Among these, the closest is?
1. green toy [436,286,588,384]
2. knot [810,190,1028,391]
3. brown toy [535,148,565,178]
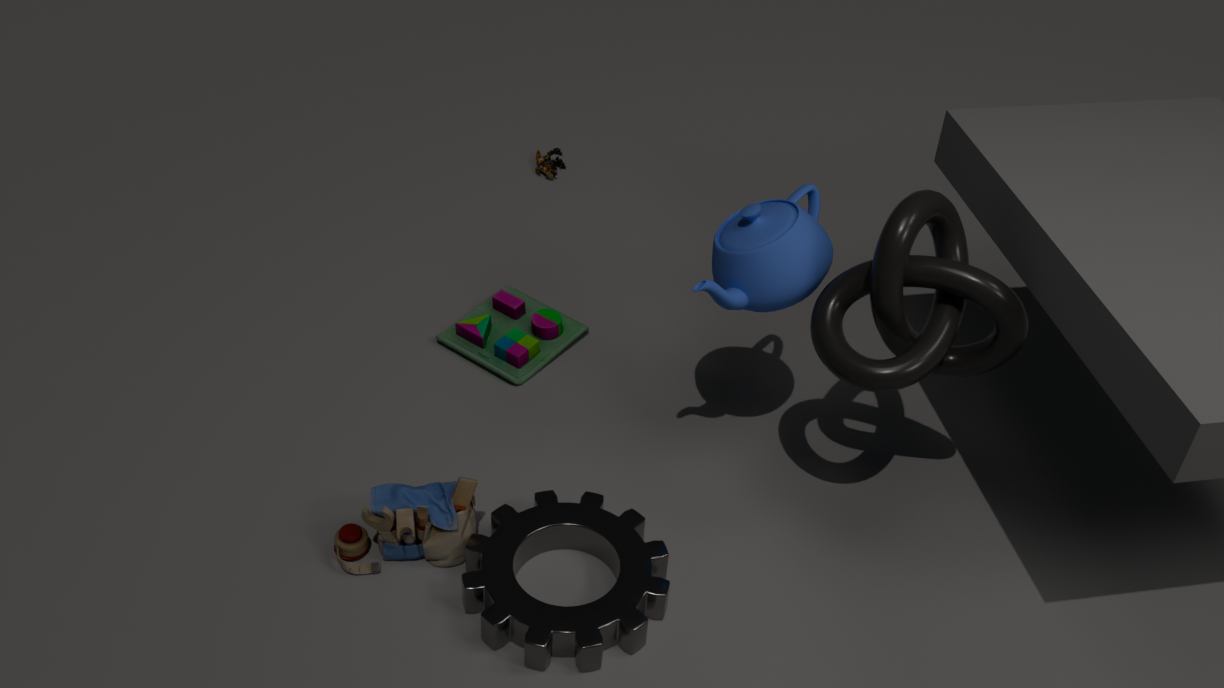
knot [810,190,1028,391]
